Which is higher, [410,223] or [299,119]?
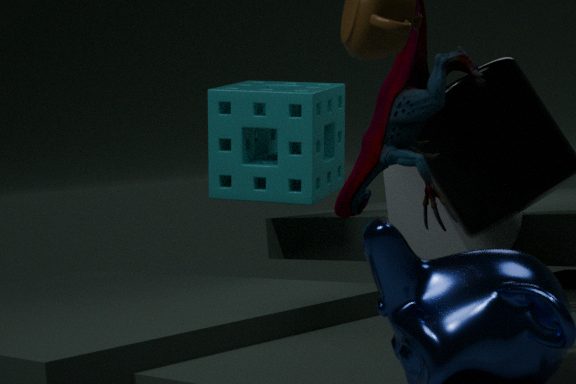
[299,119]
